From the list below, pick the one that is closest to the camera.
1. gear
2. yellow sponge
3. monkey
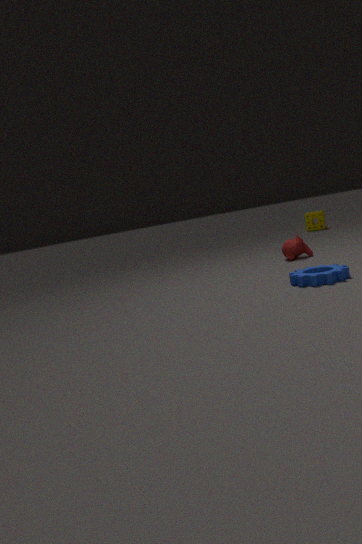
gear
